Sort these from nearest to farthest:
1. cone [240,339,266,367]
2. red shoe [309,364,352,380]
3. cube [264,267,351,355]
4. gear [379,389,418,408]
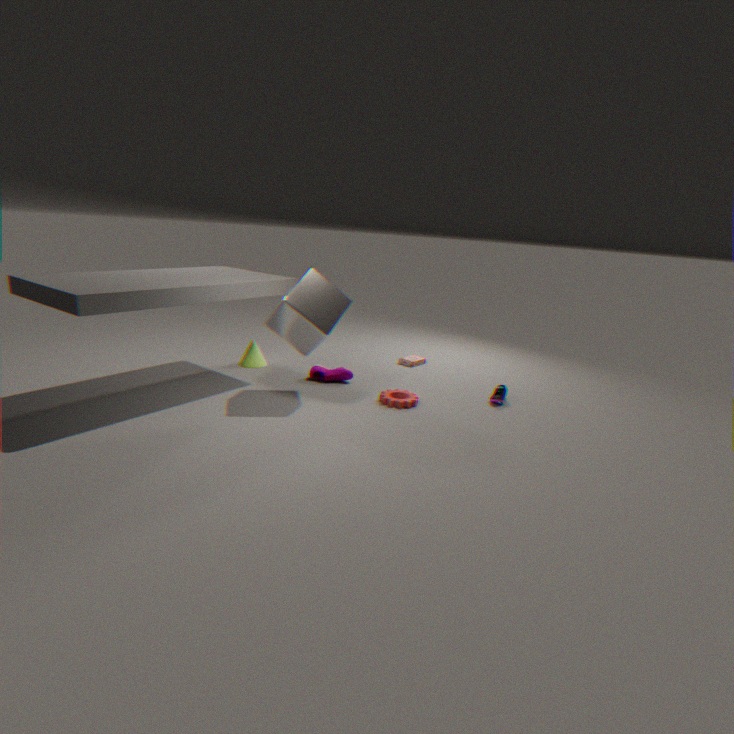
cube [264,267,351,355] → gear [379,389,418,408] → red shoe [309,364,352,380] → cone [240,339,266,367]
